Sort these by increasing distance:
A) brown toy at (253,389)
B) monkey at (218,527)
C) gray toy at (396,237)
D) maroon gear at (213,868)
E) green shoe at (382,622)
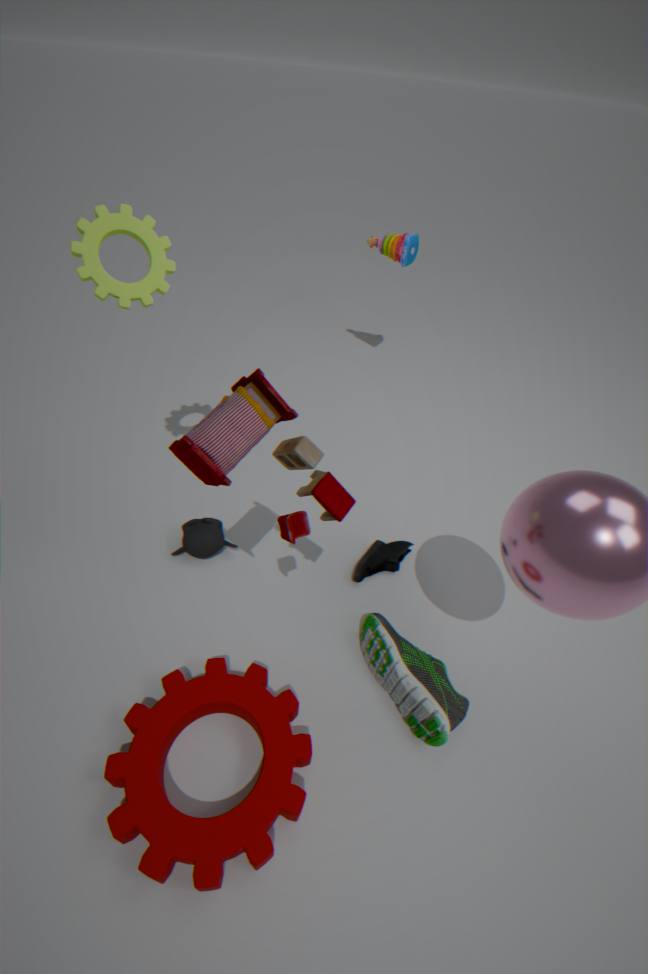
1. brown toy at (253,389)
2. maroon gear at (213,868)
3. green shoe at (382,622)
4. monkey at (218,527)
5. gray toy at (396,237)
